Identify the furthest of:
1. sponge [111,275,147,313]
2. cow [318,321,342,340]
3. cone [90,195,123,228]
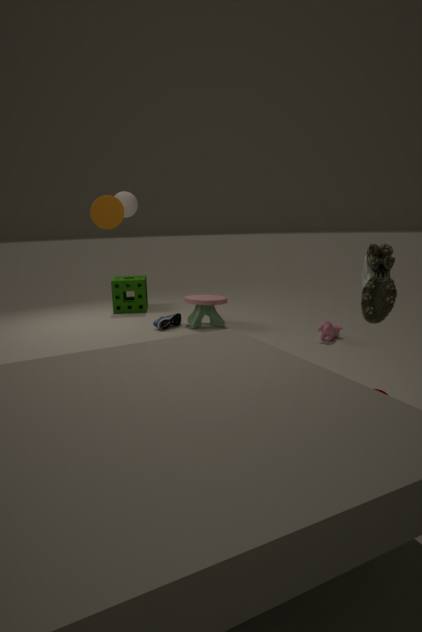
sponge [111,275,147,313]
